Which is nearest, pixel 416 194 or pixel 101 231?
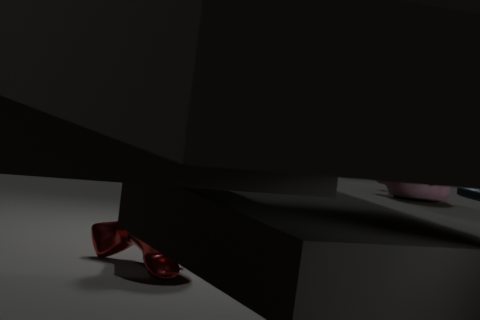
pixel 416 194
